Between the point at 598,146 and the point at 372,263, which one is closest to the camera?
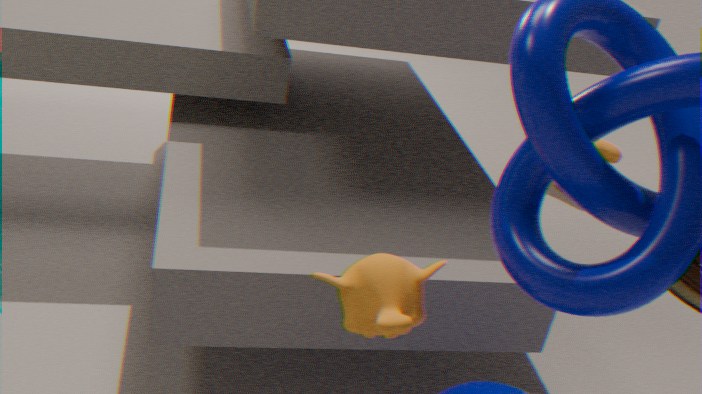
the point at 372,263
